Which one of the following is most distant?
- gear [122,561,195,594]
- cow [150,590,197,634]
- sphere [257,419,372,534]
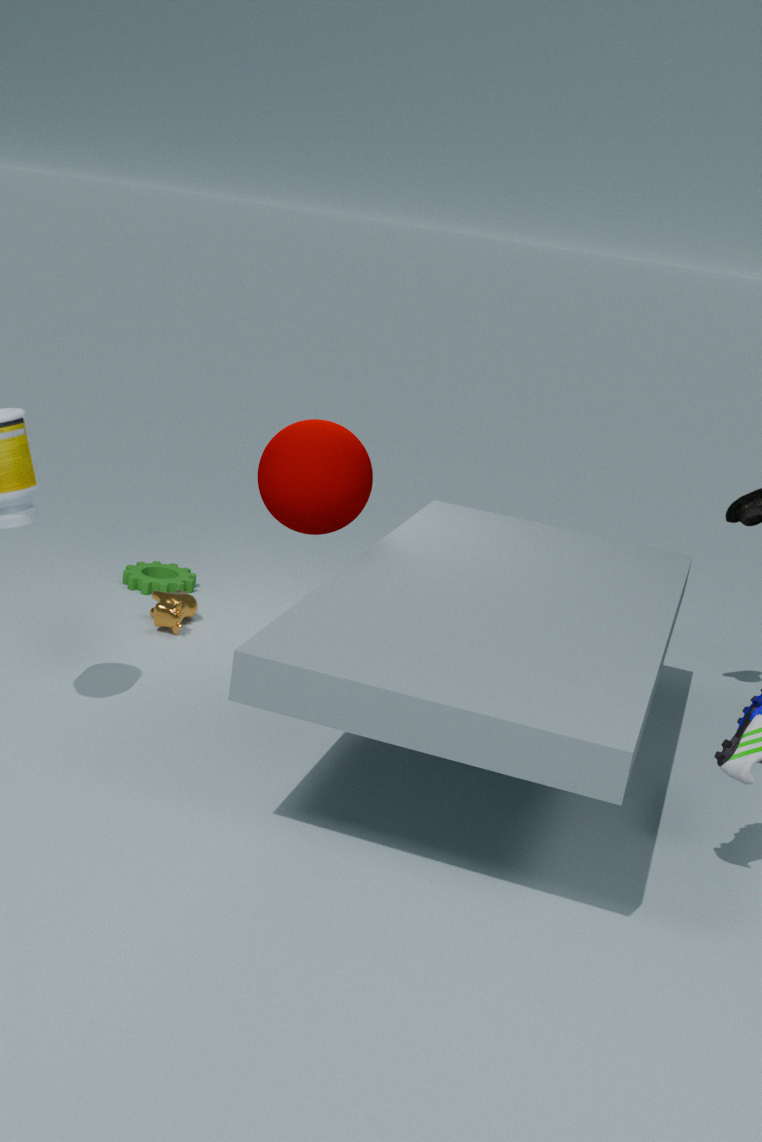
gear [122,561,195,594]
